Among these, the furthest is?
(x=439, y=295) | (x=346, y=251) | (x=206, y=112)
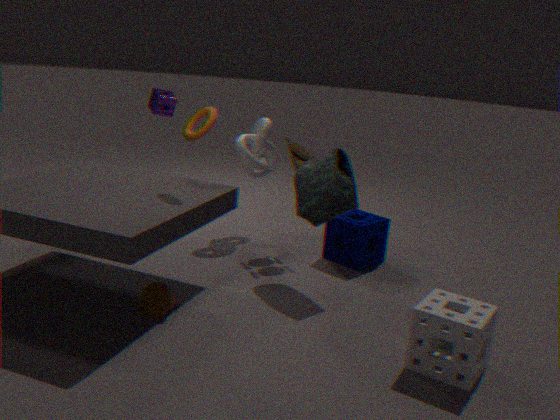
(x=346, y=251)
